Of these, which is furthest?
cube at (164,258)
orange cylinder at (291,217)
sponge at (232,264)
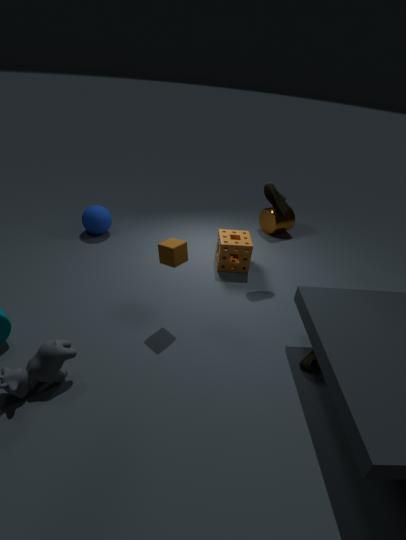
orange cylinder at (291,217)
